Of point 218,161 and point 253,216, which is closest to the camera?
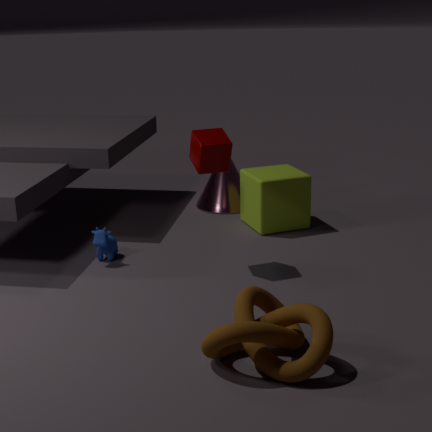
point 218,161
